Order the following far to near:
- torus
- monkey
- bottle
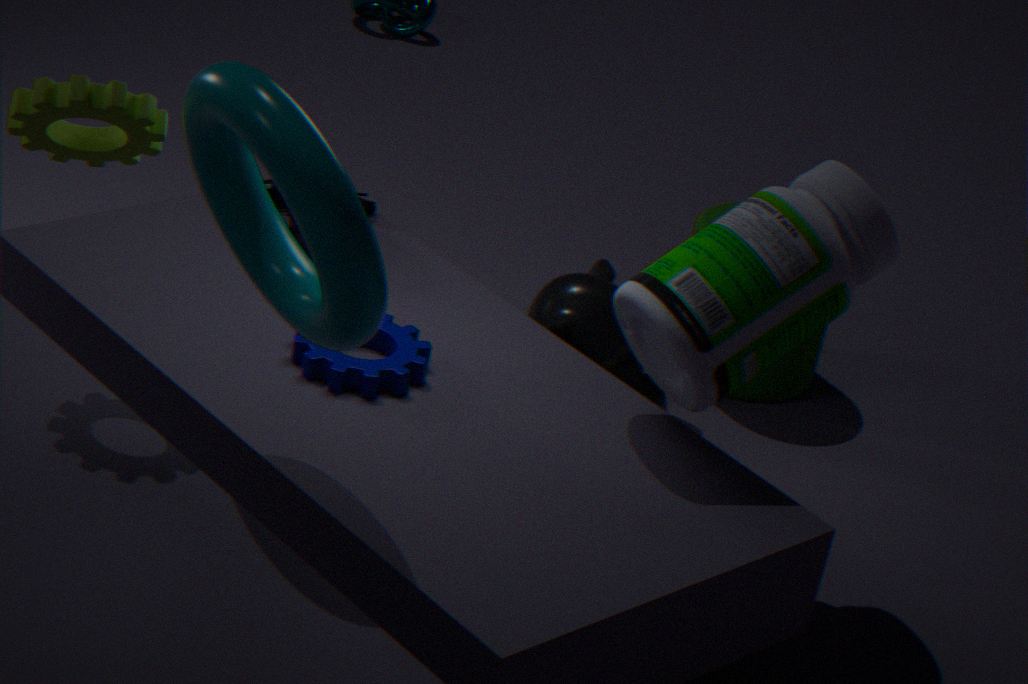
monkey < bottle < torus
